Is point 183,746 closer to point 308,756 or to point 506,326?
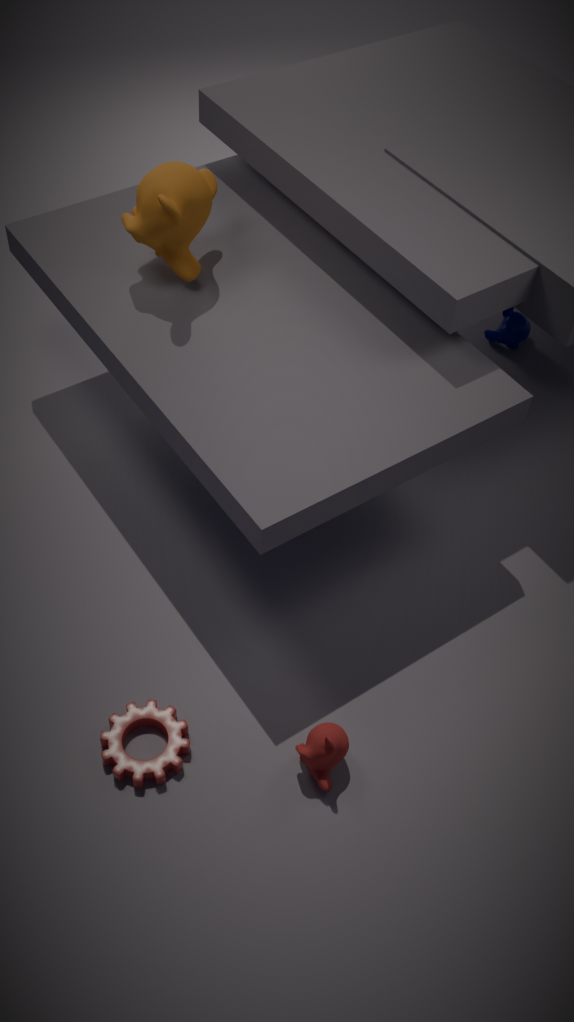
point 308,756
